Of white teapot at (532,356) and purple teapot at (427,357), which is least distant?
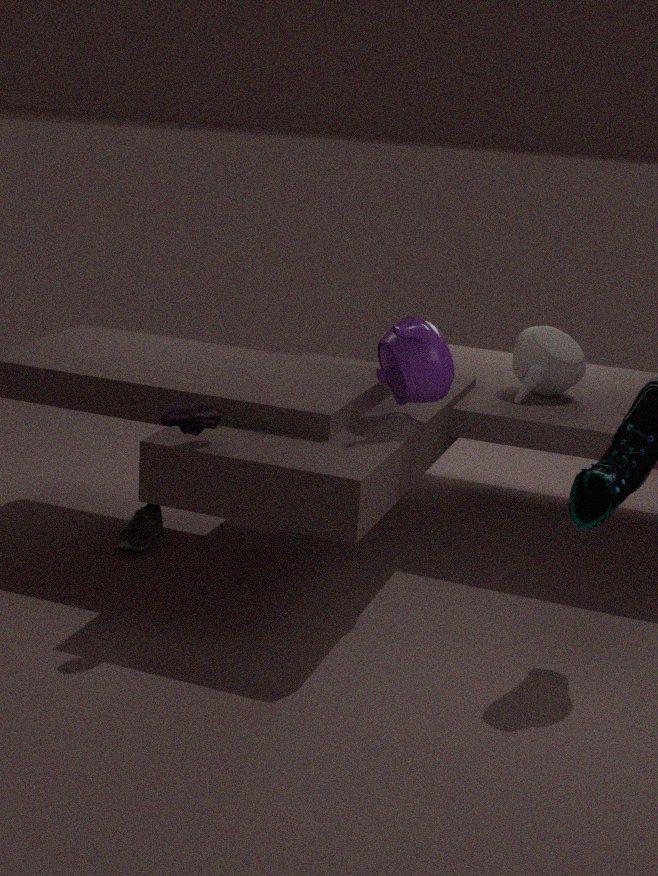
purple teapot at (427,357)
